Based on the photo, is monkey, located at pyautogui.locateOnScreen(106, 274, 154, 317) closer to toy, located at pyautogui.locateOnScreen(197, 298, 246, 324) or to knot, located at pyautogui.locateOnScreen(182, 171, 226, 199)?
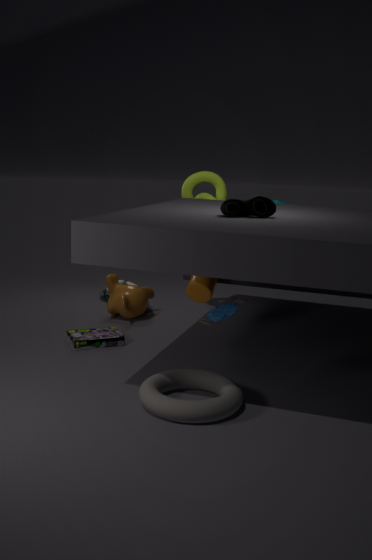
knot, located at pyautogui.locateOnScreen(182, 171, 226, 199)
